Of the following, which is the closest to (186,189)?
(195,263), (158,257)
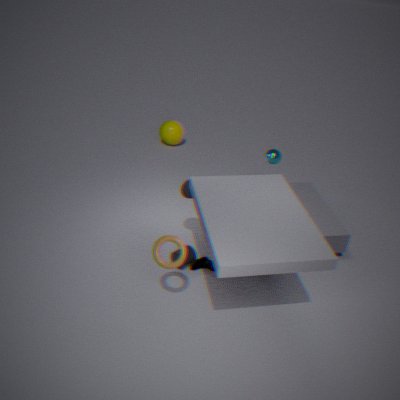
(195,263)
